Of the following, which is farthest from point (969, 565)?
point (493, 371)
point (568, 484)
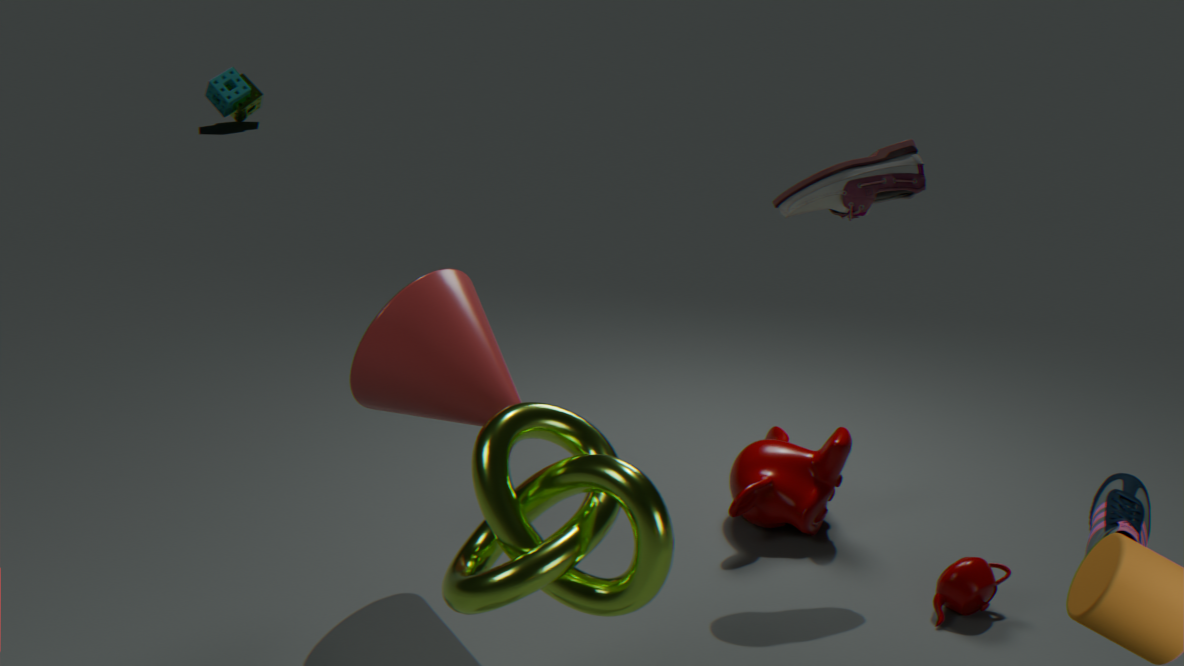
point (493, 371)
